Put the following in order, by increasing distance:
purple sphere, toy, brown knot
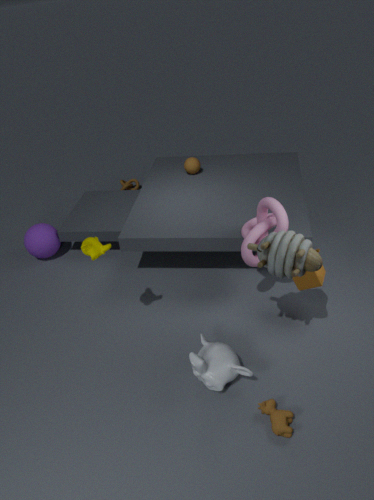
toy
purple sphere
brown knot
